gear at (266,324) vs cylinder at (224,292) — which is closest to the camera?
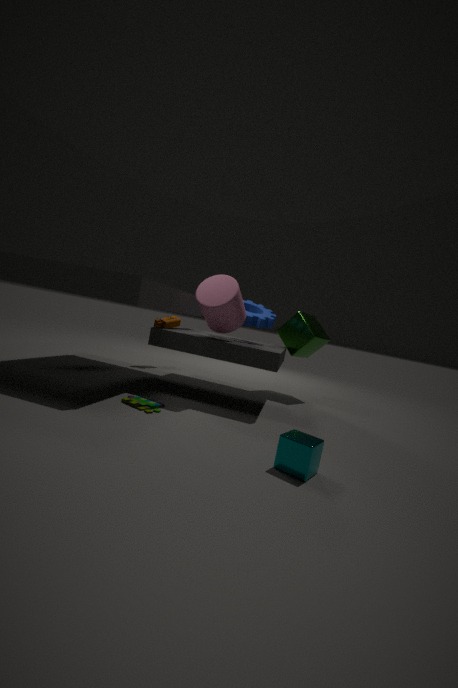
cylinder at (224,292)
